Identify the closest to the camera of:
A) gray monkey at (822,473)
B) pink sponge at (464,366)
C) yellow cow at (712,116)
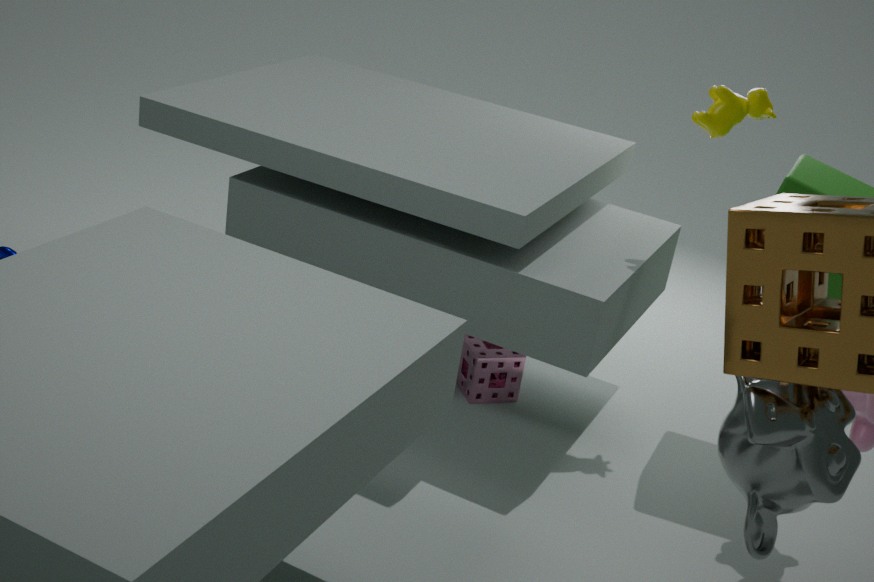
A. gray monkey at (822,473)
